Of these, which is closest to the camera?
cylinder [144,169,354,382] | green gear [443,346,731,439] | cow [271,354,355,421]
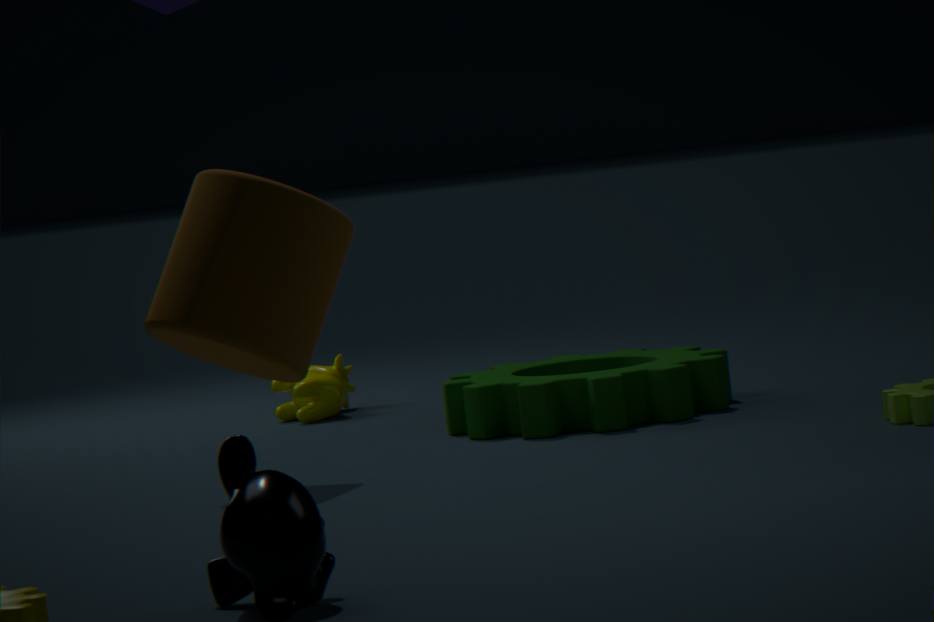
cylinder [144,169,354,382]
